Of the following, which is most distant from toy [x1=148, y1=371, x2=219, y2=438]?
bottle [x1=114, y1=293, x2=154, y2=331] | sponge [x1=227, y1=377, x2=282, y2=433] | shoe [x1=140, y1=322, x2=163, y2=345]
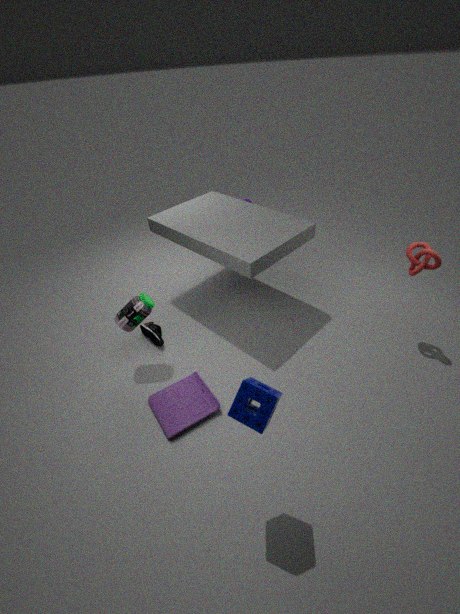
sponge [x1=227, y1=377, x2=282, y2=433]
